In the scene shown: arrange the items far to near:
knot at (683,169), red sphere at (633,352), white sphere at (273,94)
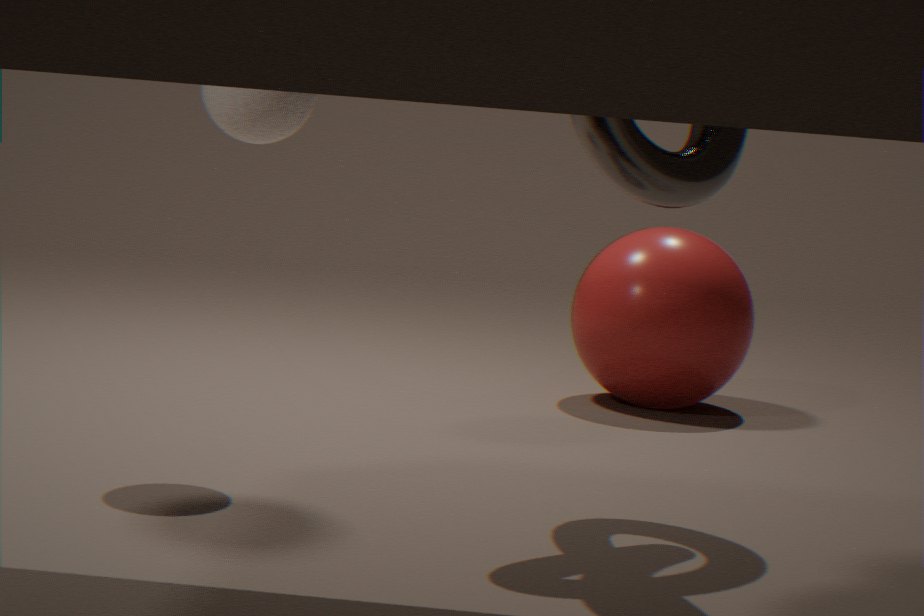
red sphere at (633,352) → white sphere at (273,94) → knot at (683,169)
